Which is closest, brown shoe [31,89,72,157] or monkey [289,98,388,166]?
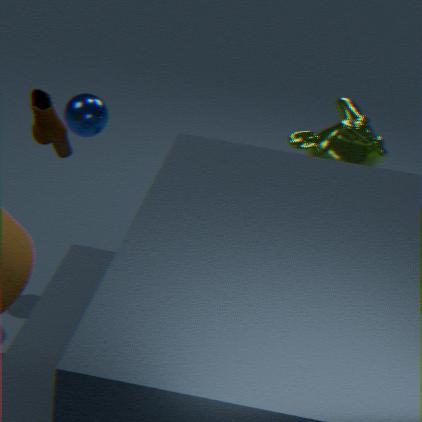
brown shoe [31,89,72,157]
